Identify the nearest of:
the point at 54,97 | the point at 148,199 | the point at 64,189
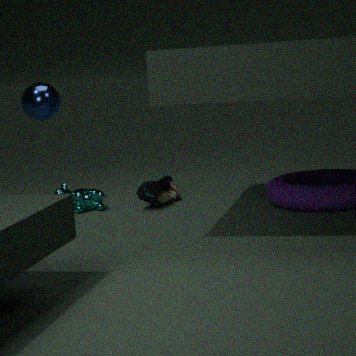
the point at 148,199
